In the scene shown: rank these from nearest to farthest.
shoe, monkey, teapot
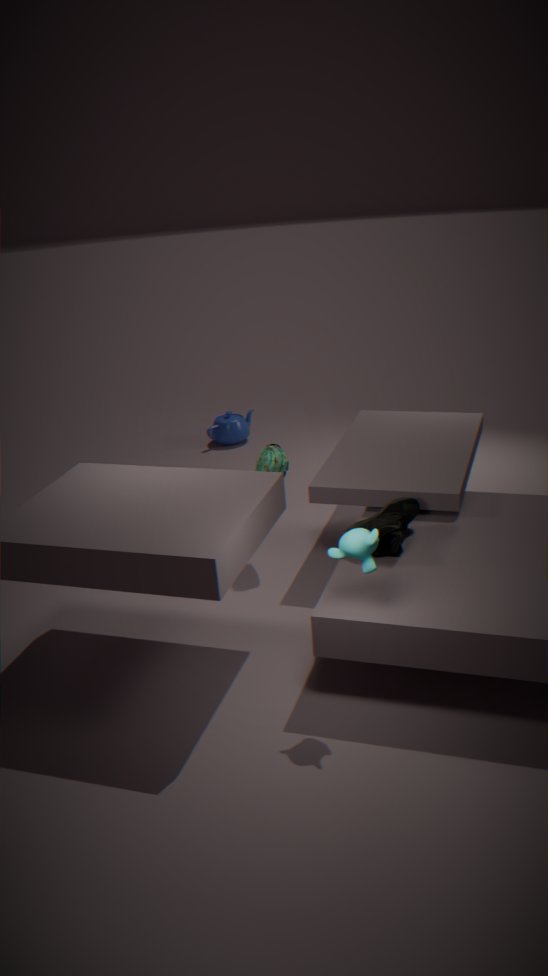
monkey
shoe
teapot
